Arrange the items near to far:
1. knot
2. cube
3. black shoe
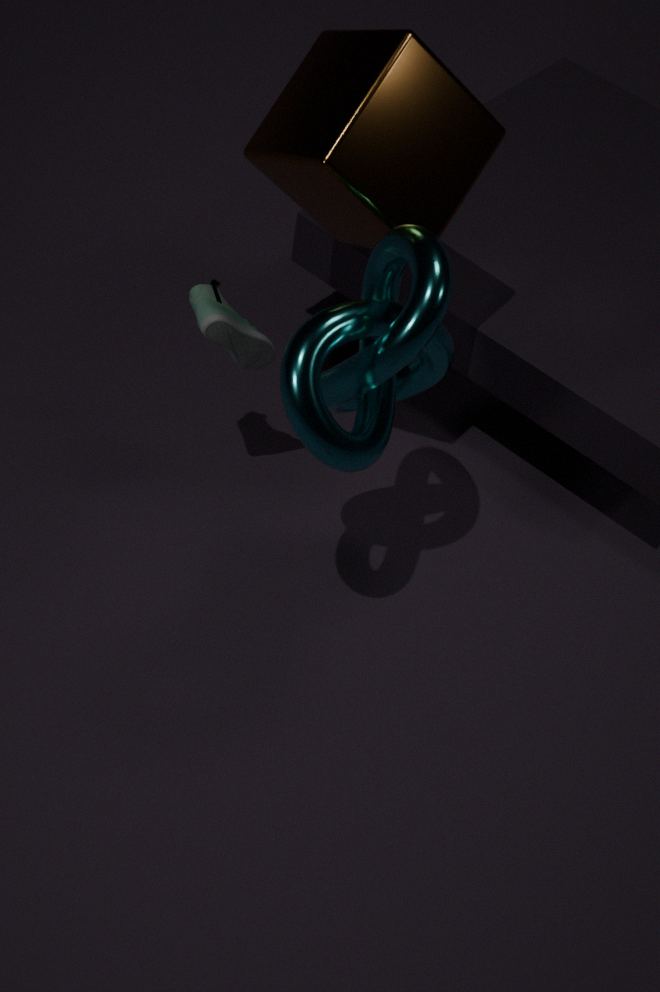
knot
cube
black shoe
